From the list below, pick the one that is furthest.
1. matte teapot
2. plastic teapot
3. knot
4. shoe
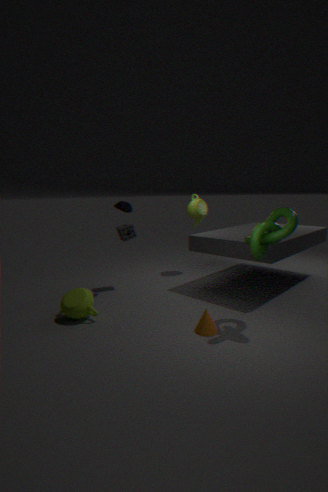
plastic teapot
